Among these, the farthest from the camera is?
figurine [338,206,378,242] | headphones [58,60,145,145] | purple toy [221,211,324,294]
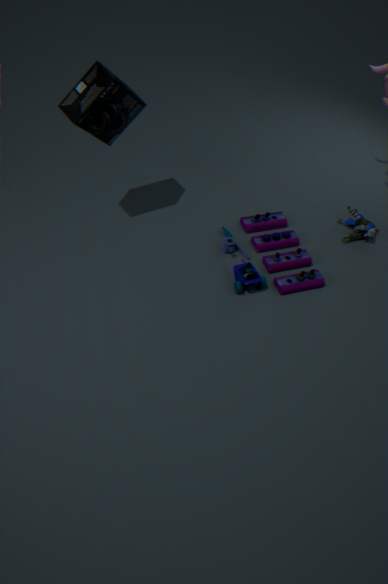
figurine [338,206,378,242]
